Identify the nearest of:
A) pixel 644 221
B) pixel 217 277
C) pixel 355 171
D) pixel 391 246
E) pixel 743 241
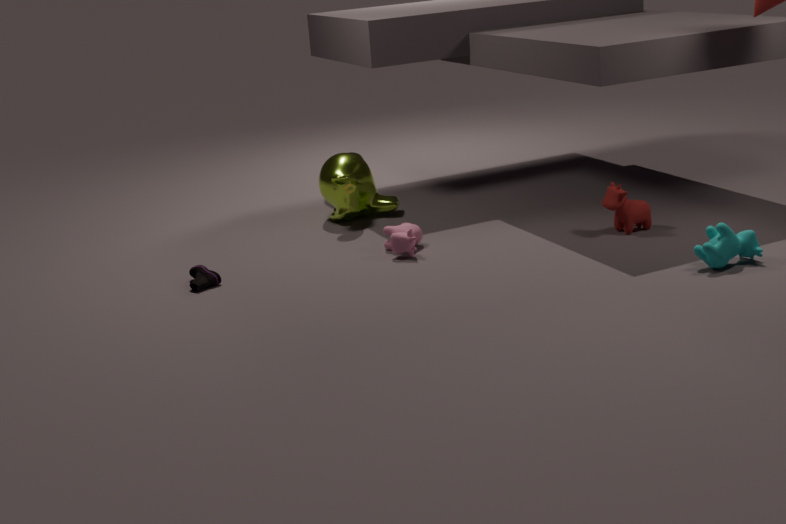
pixel 743 241
